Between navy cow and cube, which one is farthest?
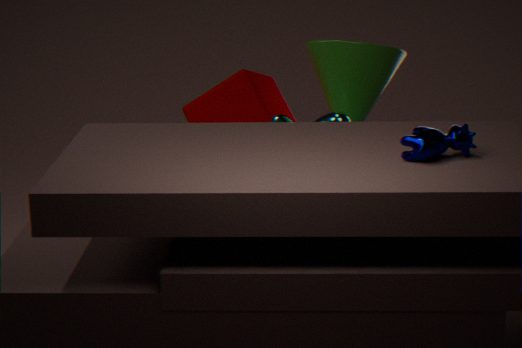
cube
